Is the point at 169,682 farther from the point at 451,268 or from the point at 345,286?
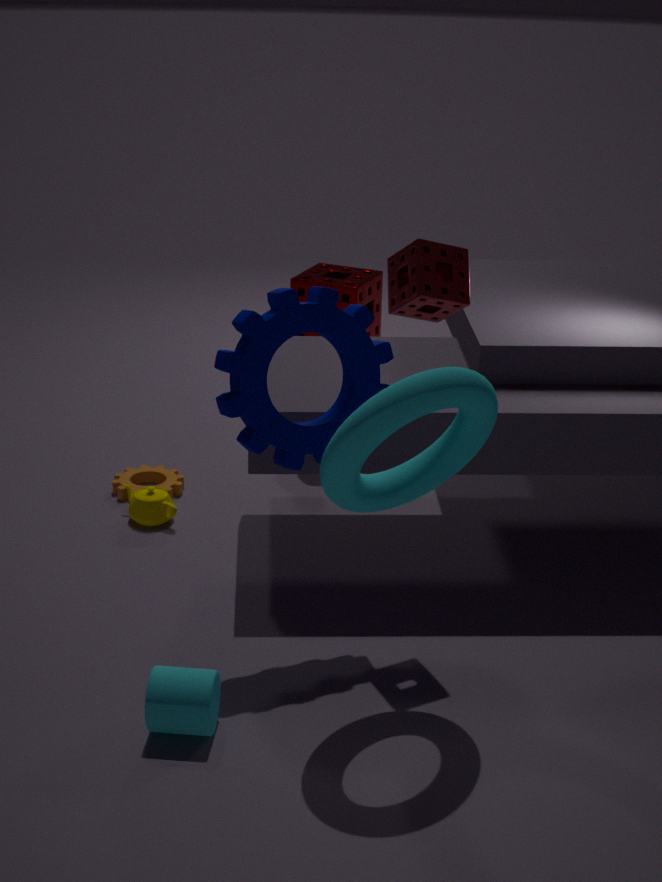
the point at 345,286
